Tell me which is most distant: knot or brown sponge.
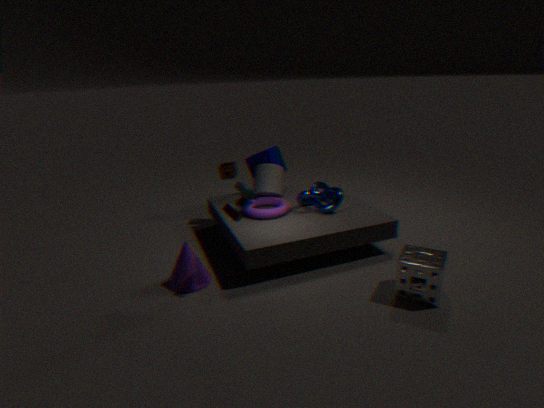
brown sponge
